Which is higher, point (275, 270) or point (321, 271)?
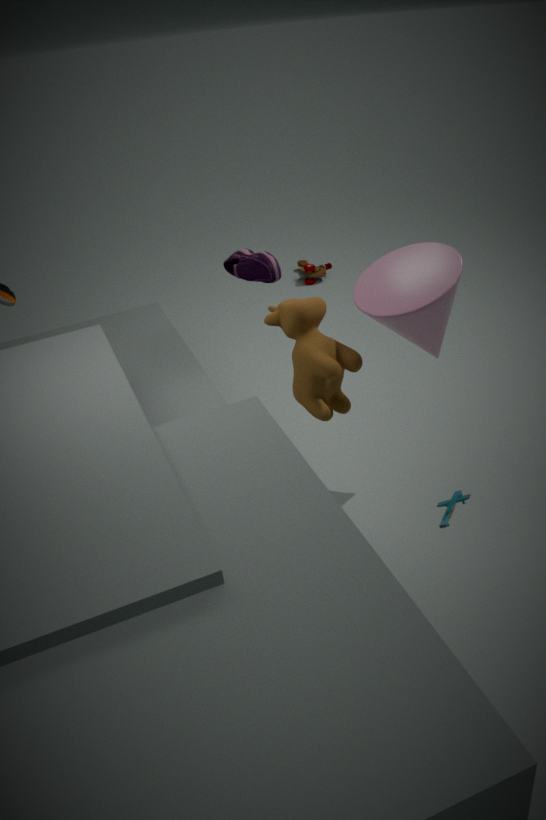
point (275, 270)
